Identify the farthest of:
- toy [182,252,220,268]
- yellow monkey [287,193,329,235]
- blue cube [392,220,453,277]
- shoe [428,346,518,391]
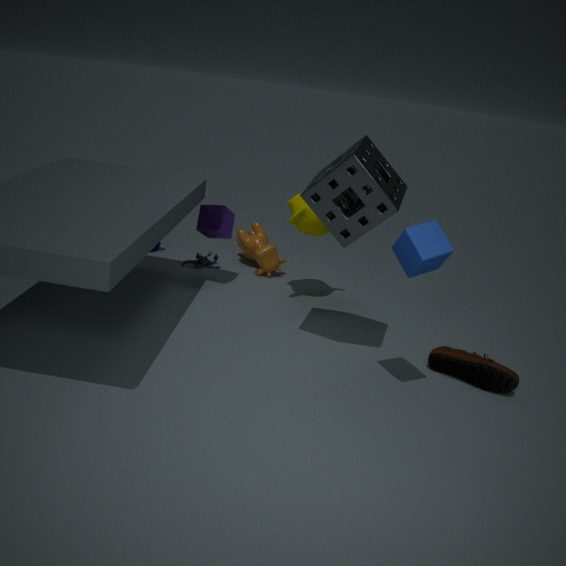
toy [182,252,220,268]
